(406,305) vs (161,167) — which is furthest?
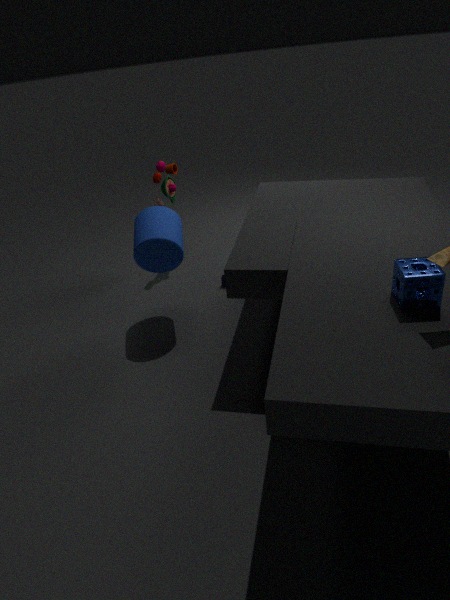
(161,167)
